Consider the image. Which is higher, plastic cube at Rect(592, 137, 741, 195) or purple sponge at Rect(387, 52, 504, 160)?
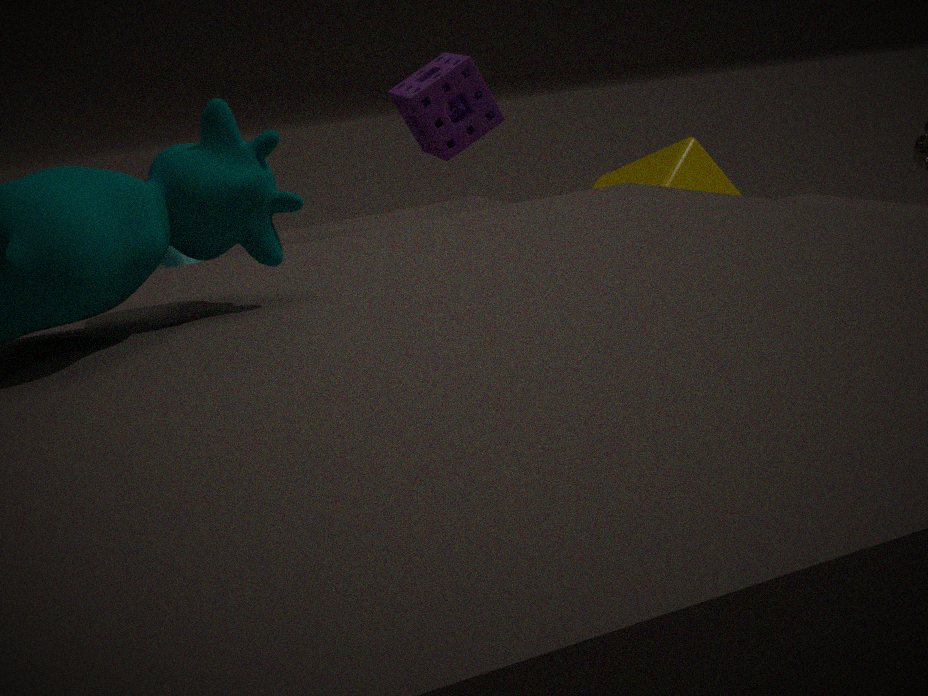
purple sponge at Rect(387, 52, 504, 160)
